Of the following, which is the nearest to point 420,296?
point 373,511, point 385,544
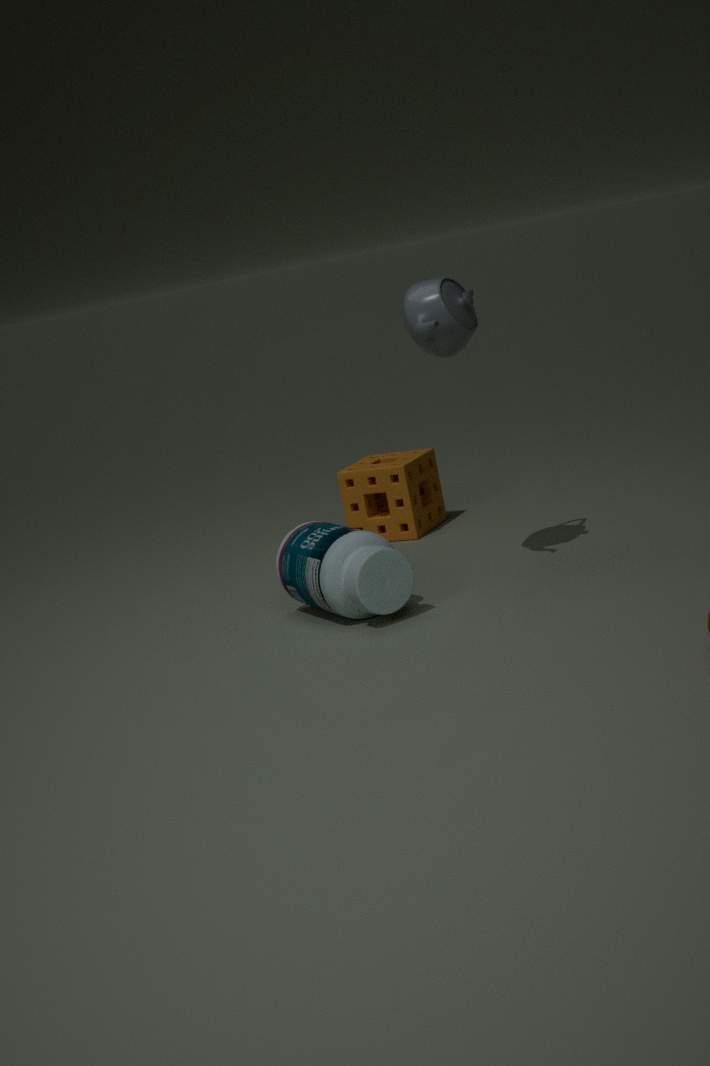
point 385,544
